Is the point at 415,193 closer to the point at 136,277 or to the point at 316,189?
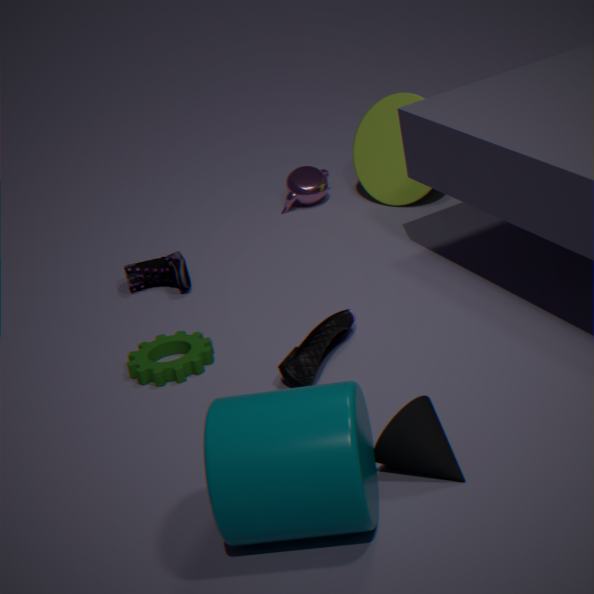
the point at 316,189
